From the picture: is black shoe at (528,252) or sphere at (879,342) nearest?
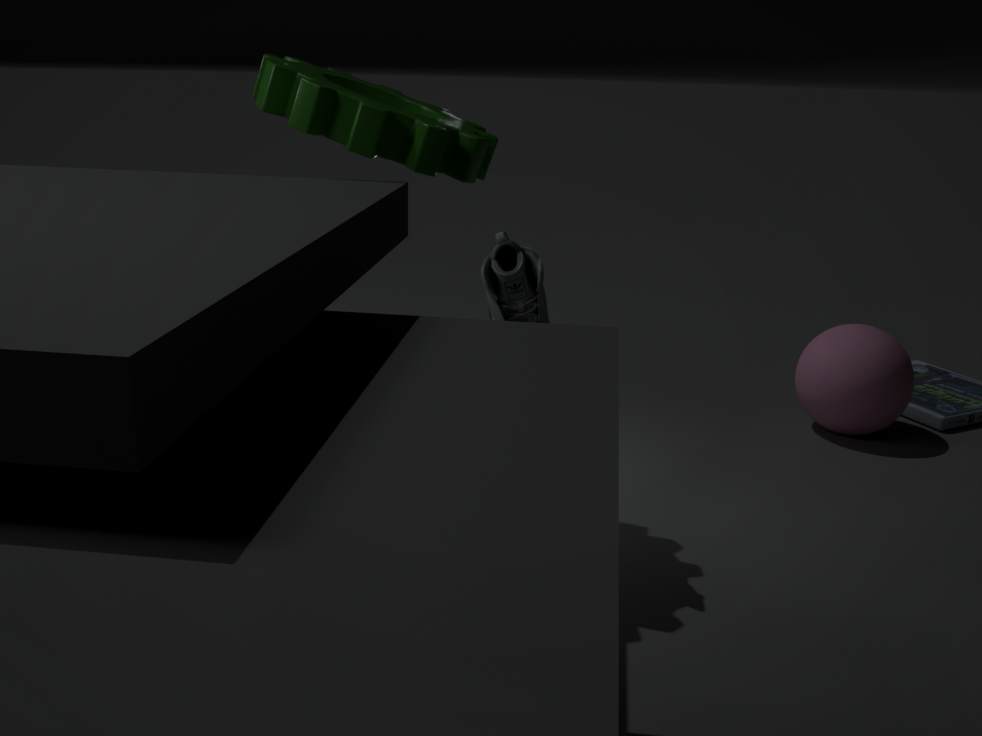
black shoe at (528,252)
